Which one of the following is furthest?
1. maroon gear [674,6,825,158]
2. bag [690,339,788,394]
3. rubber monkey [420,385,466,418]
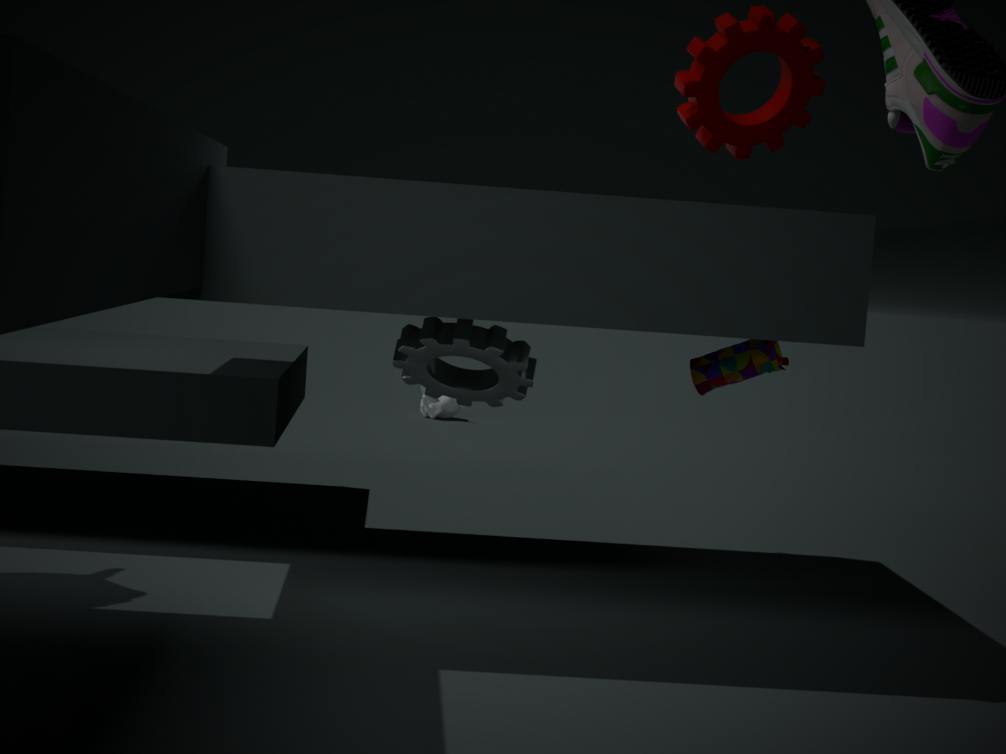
rubber monkey [420,385,466,418]
